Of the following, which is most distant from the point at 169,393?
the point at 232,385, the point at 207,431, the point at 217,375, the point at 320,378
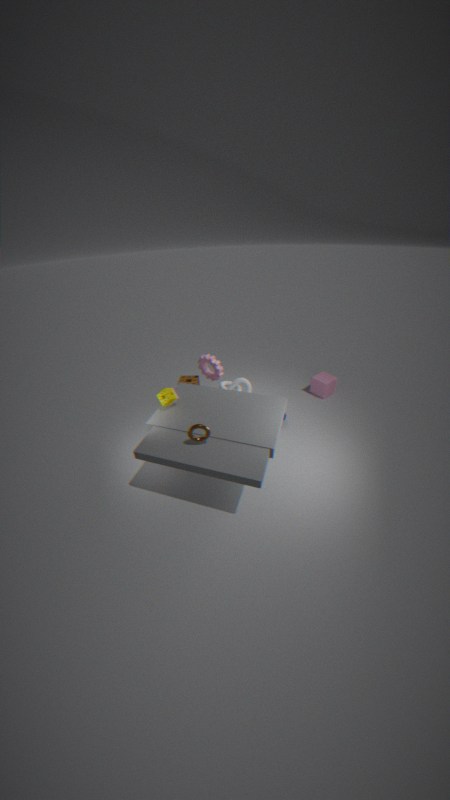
the point at 320,378
